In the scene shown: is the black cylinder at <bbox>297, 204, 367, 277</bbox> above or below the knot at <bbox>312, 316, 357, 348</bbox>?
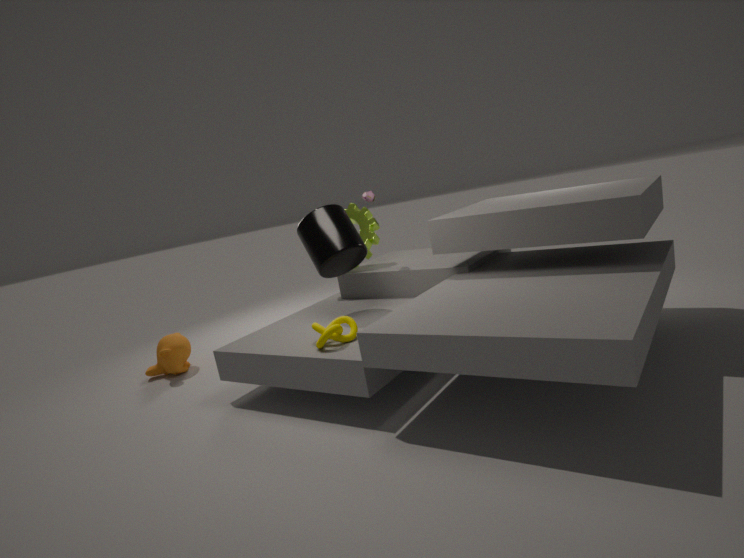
above
